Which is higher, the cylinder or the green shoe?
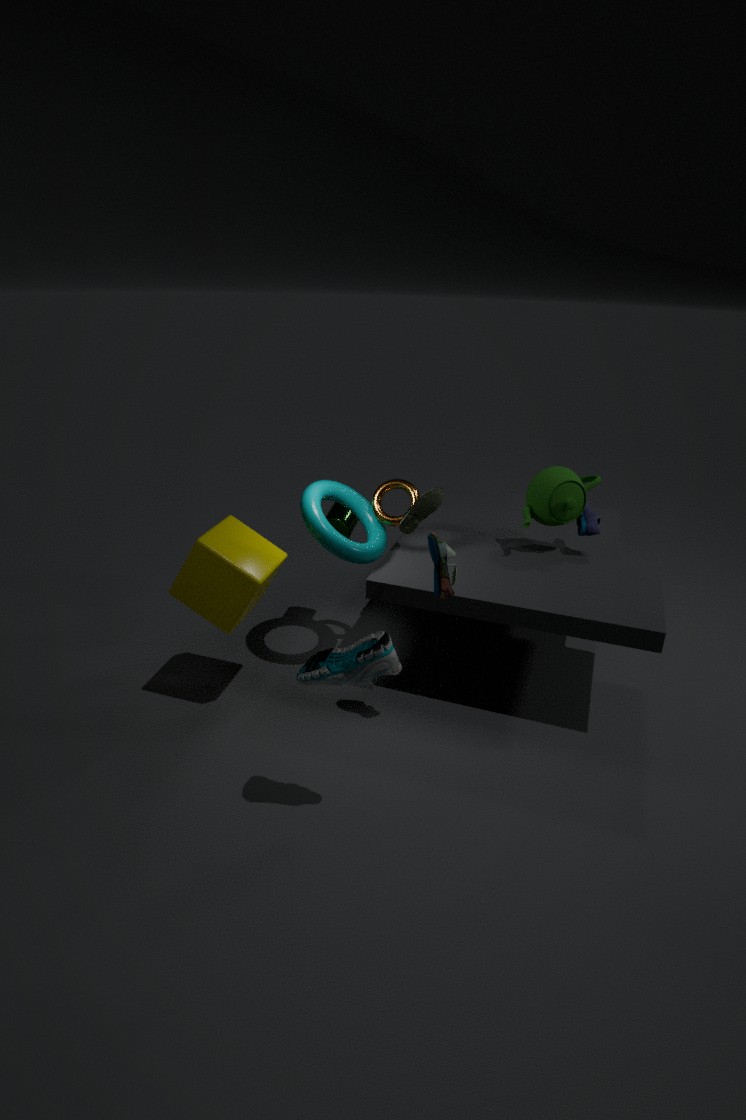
the green shoe
